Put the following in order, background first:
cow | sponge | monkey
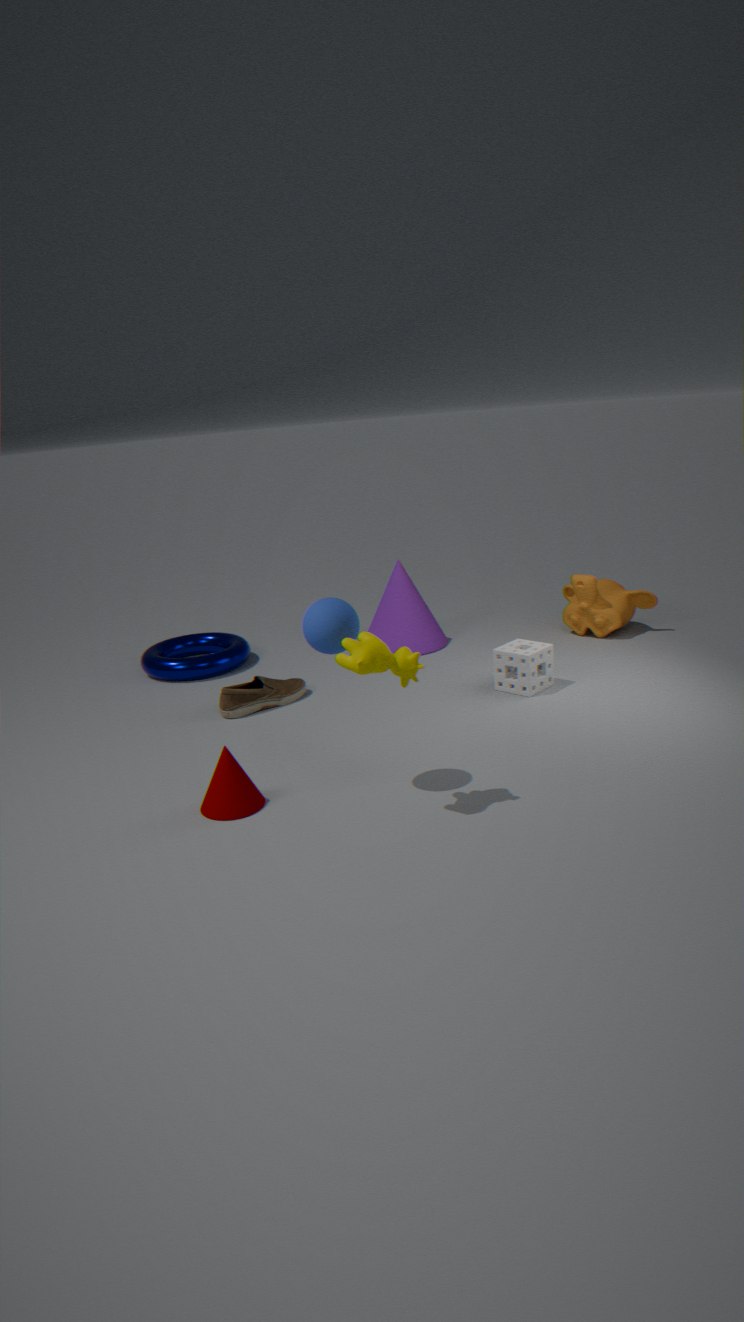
monkey → sponge → cow
